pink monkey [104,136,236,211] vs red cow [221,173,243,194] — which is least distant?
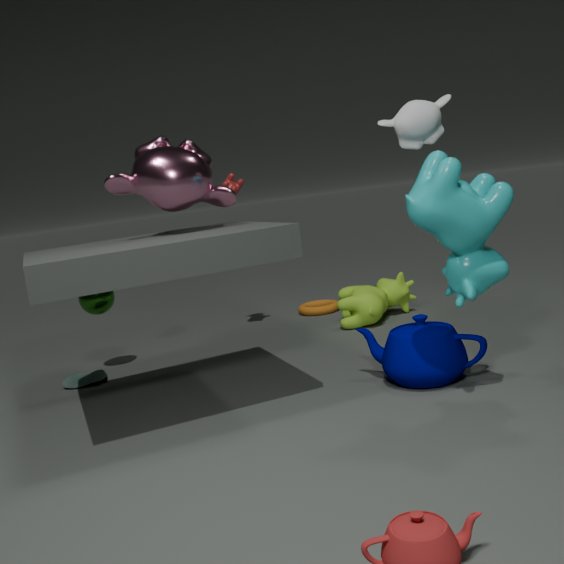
pink monkey [104,136,236,211]
